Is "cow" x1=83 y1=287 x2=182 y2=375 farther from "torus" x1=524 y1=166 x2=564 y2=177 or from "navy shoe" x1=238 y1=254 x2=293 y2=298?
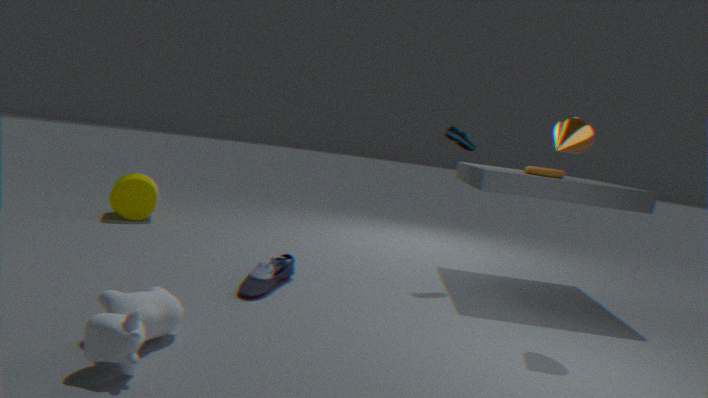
"torus" x1=524 y1=166 x2=564 y2=177
